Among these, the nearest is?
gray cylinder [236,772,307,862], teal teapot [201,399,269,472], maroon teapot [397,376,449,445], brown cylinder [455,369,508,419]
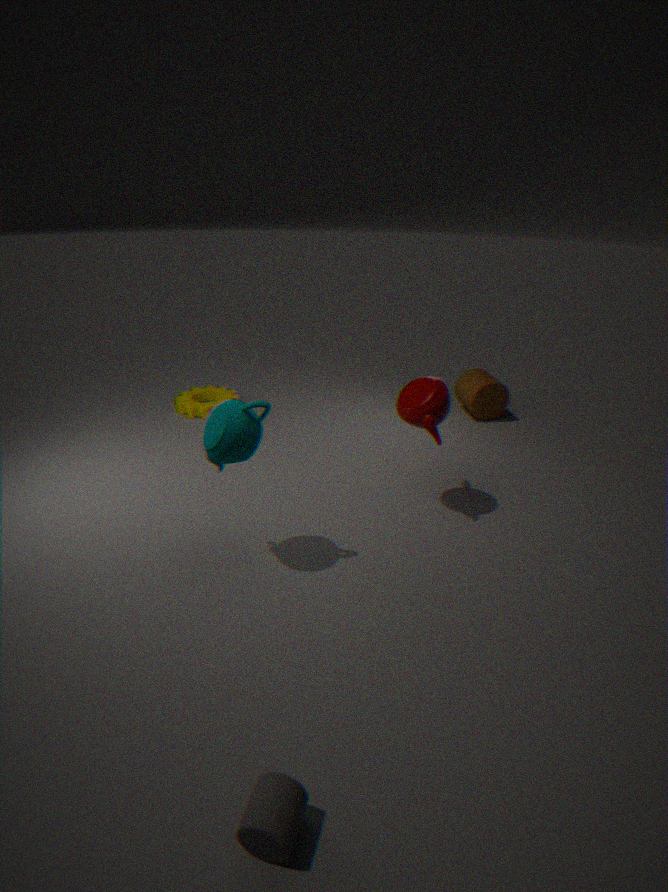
gray cylinder [236,772,307,862]
